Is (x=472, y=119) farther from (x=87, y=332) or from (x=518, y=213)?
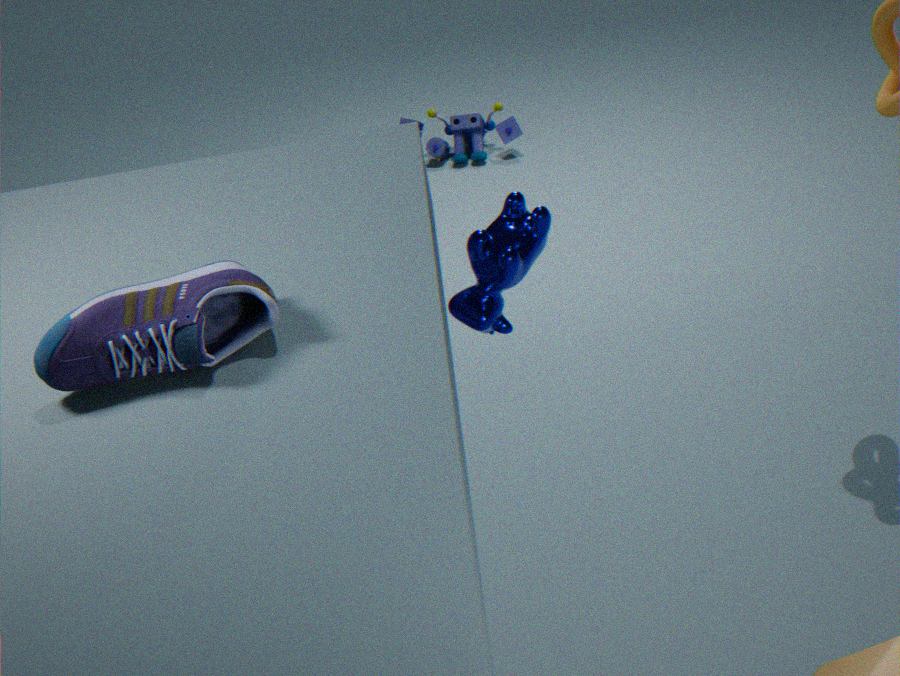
(x=87, y=332)
